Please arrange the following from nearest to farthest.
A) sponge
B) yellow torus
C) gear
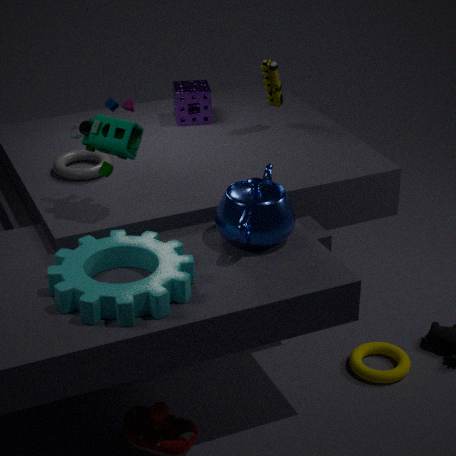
gear → yellow torus → sponge
